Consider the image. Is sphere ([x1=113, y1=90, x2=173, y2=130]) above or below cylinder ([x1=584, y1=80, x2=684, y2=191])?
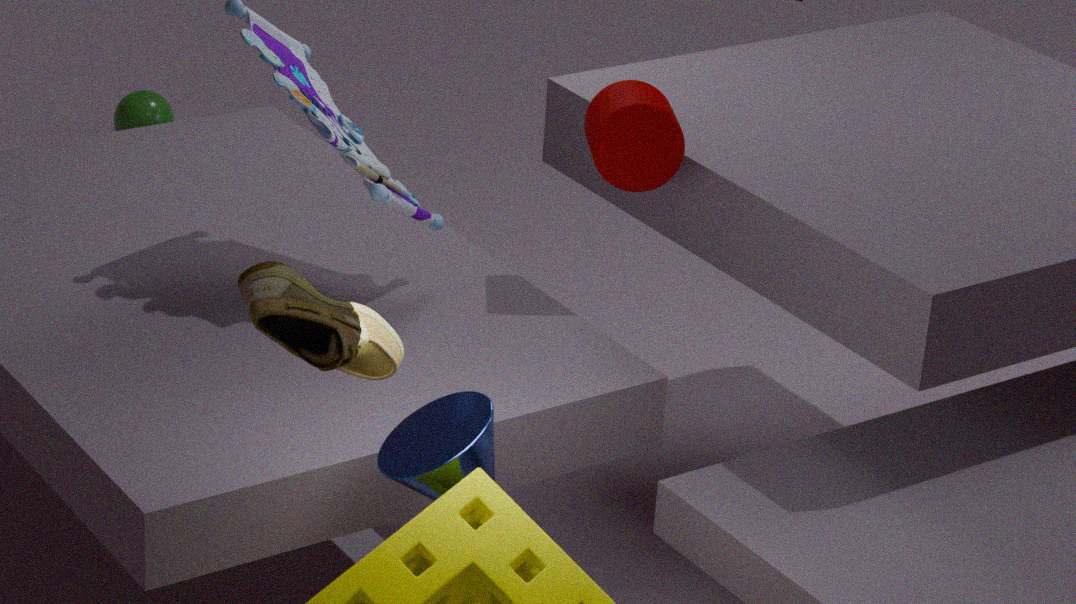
below
